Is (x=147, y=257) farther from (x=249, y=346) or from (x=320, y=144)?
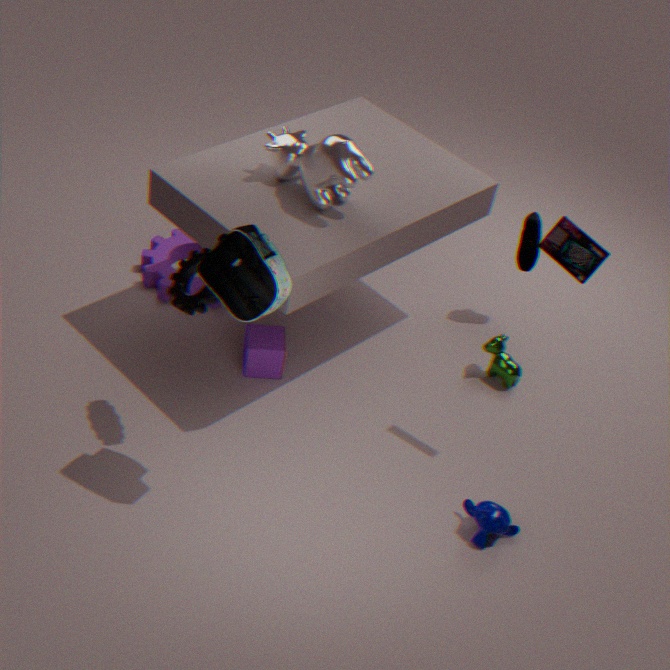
(x=320, y=144)
